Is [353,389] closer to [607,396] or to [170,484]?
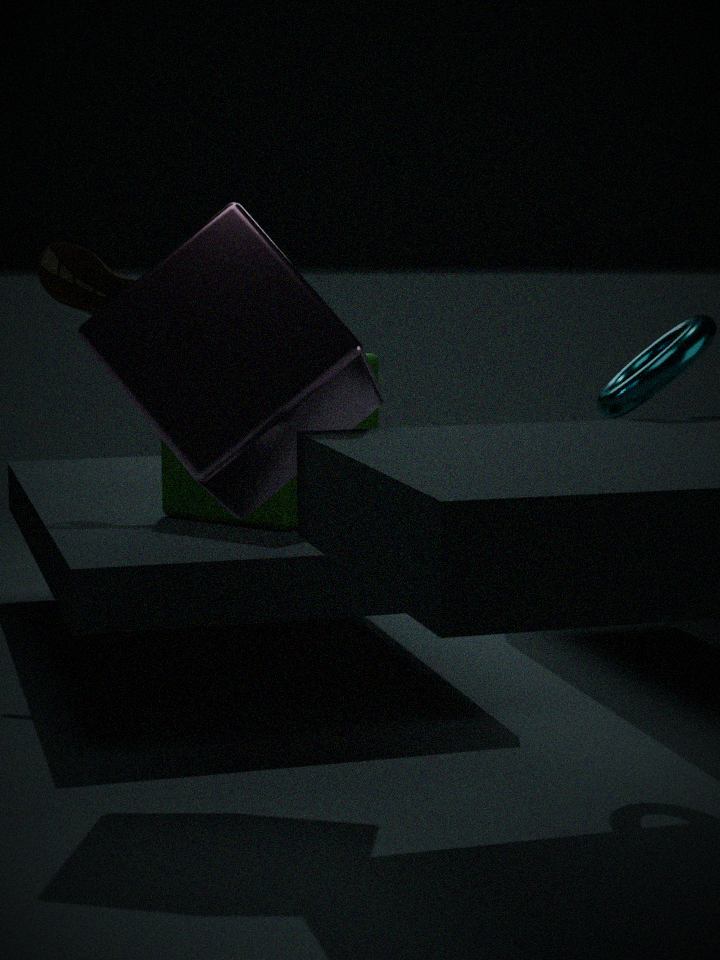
[607,396]
